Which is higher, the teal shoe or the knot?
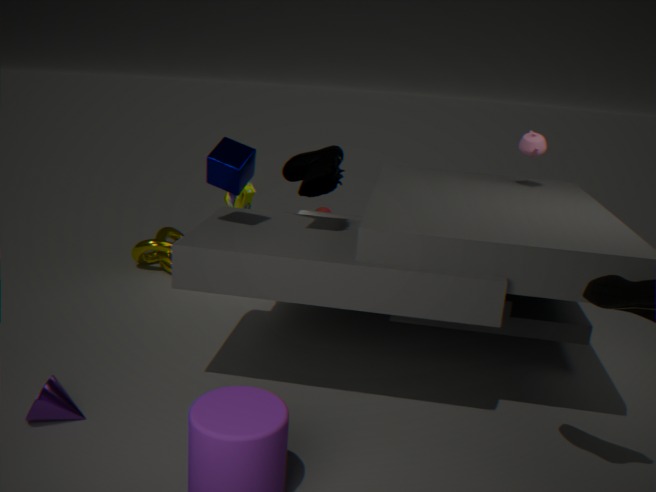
the teal shoe
